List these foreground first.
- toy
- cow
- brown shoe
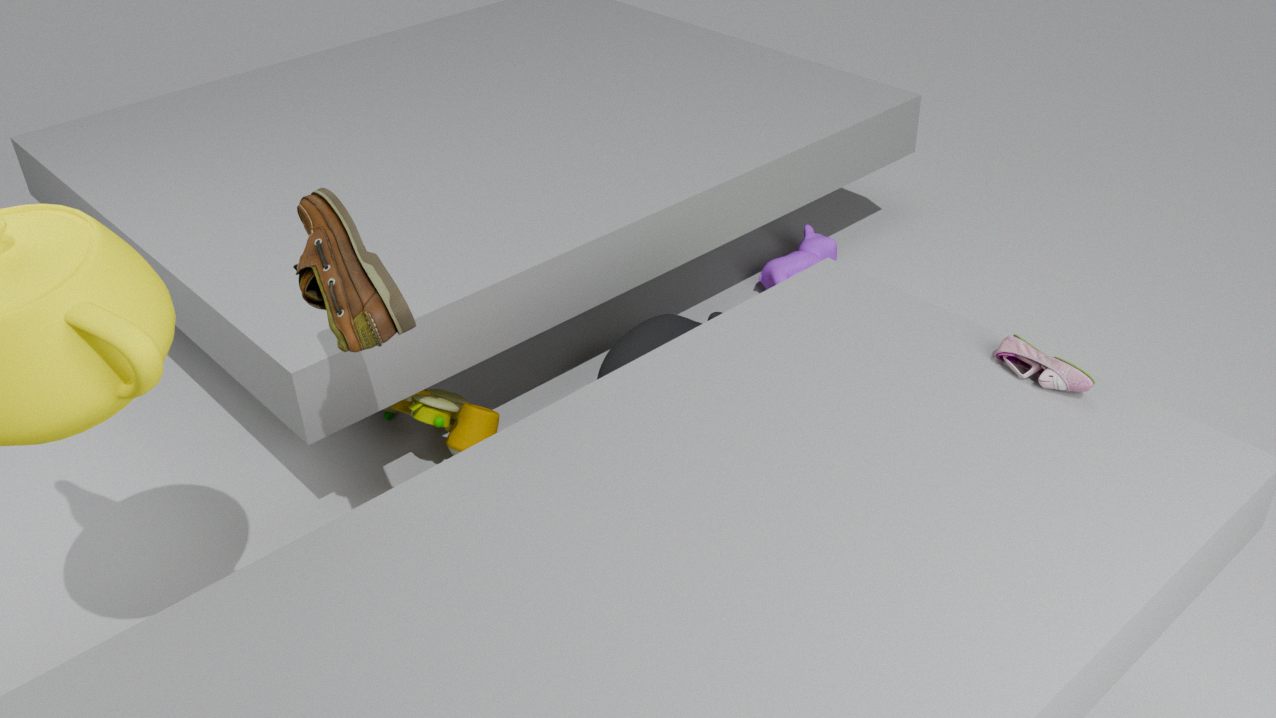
brown shoe < toy < cow
